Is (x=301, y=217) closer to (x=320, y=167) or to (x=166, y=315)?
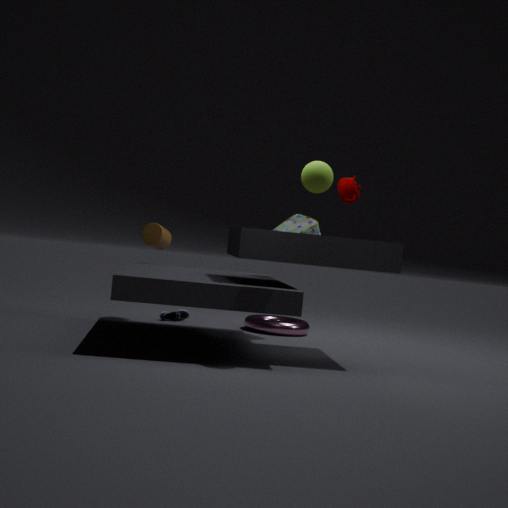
(x=166, y=315)
